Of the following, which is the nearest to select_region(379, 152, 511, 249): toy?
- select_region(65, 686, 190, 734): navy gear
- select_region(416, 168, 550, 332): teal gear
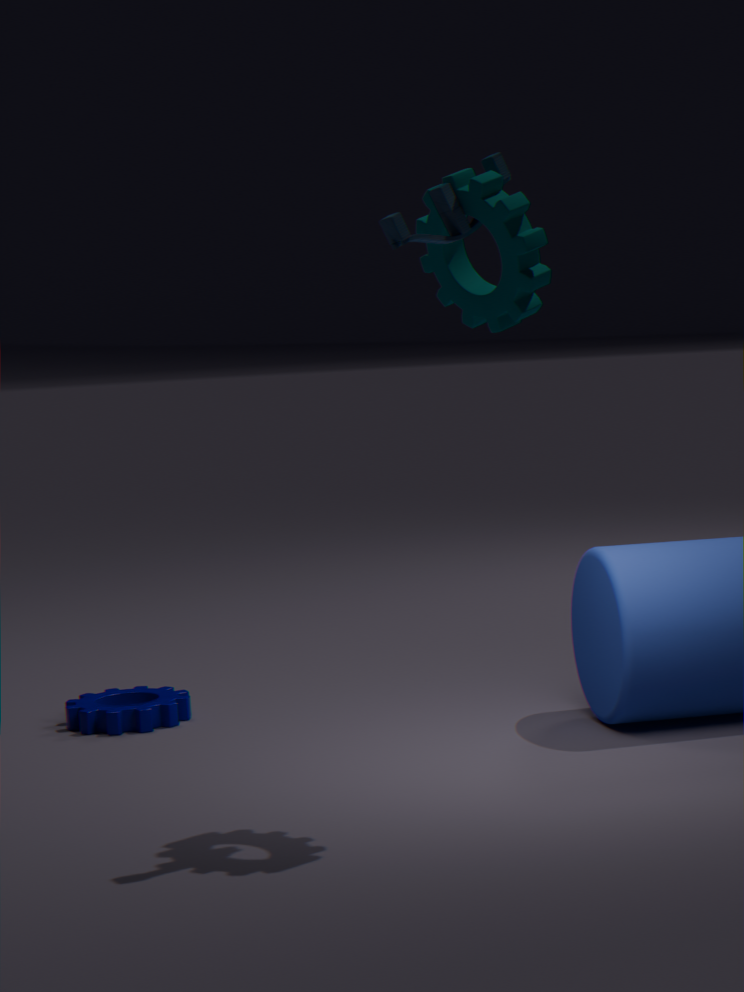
select_region(416, 168, 550, 332): teal gear
